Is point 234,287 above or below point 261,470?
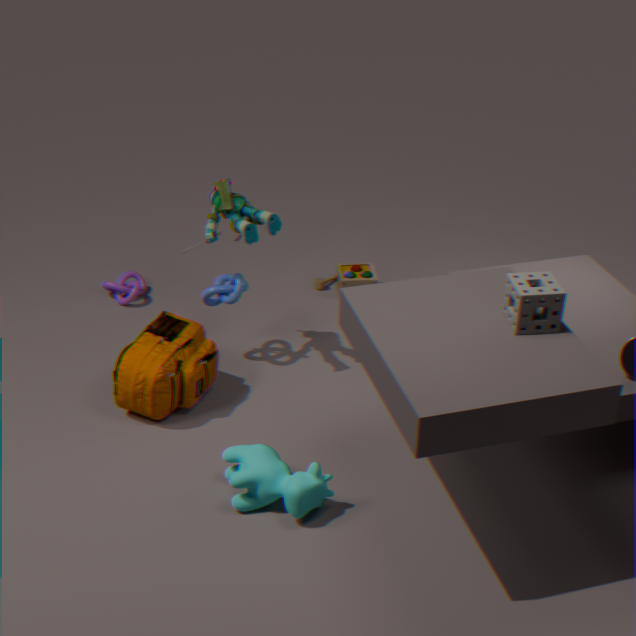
above
